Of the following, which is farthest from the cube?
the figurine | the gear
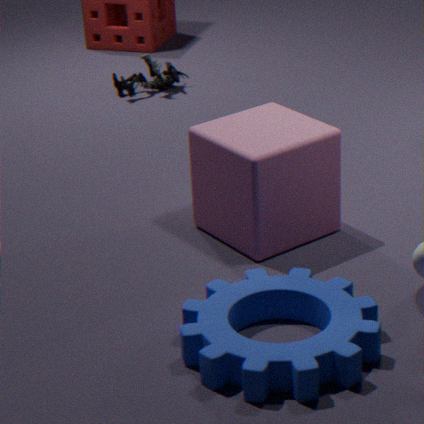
the figurine
